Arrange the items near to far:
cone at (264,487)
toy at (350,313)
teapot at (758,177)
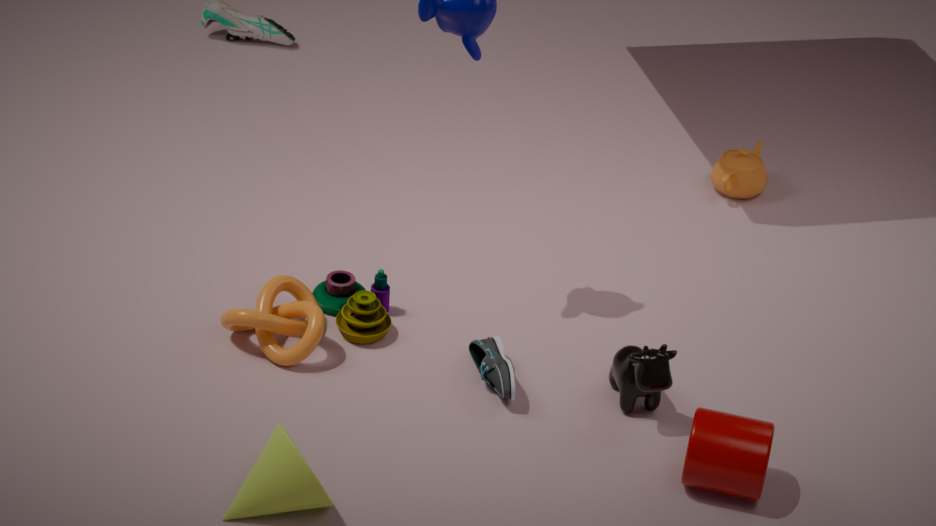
cone at (264,487), toy at (350,313), teapot at (758,177)
